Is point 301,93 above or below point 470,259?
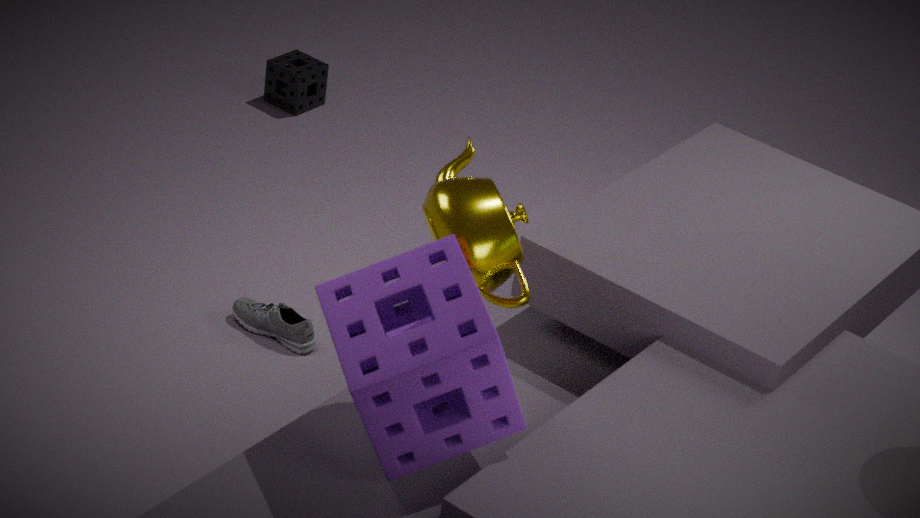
below
